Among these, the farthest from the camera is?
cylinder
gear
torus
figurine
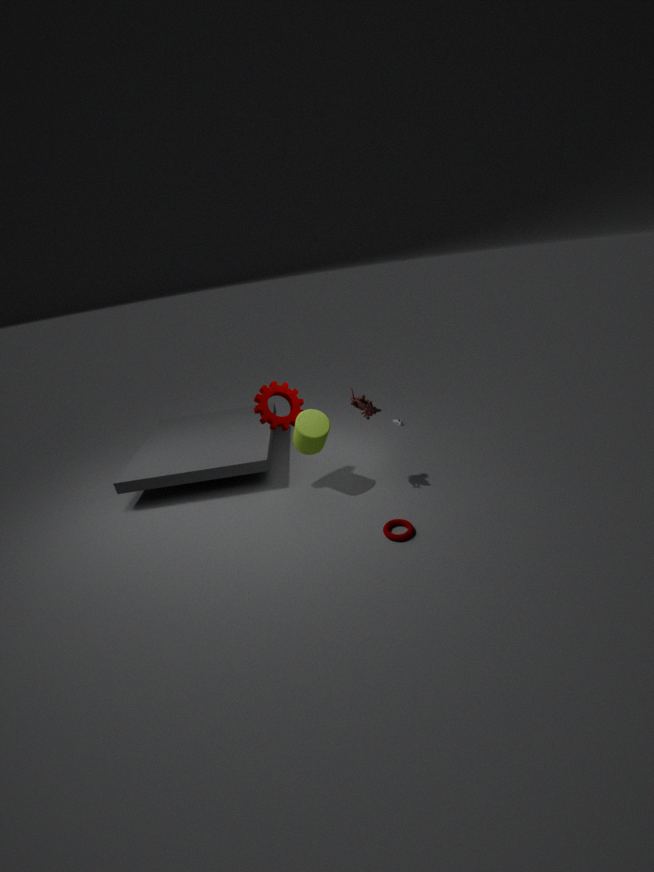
gear
